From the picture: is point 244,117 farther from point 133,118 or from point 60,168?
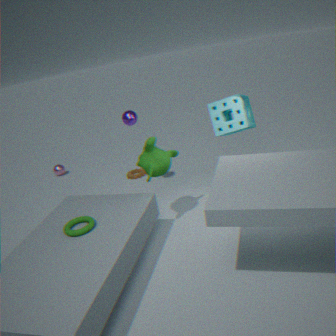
point 60,168
